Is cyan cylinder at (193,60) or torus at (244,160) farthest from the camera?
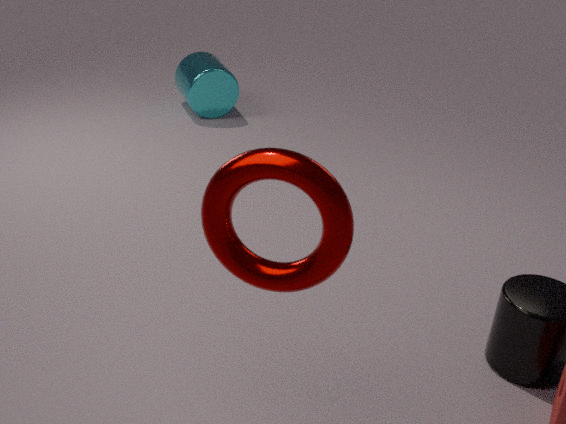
cyan cylinder at (193,60)
